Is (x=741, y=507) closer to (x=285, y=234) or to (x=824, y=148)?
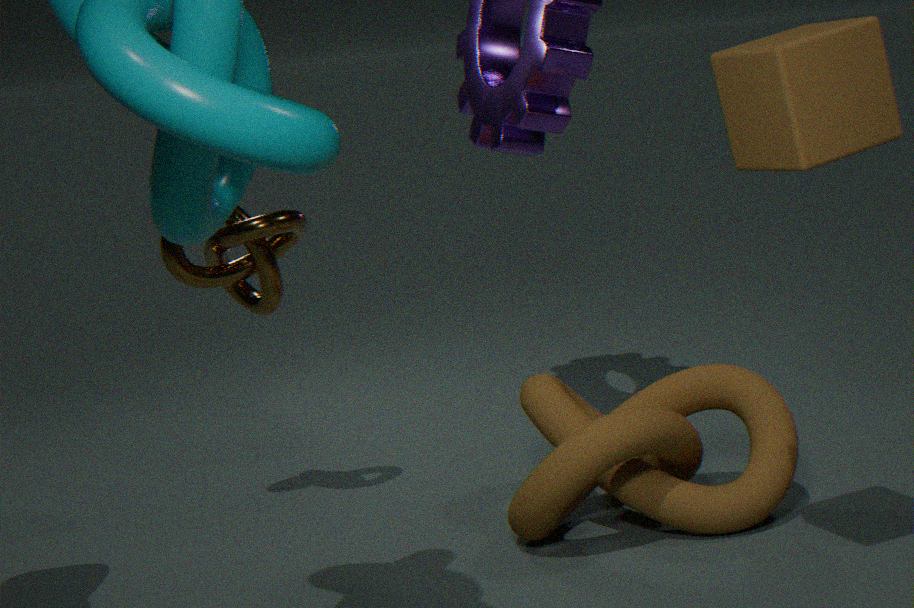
(x=285, y=234)
